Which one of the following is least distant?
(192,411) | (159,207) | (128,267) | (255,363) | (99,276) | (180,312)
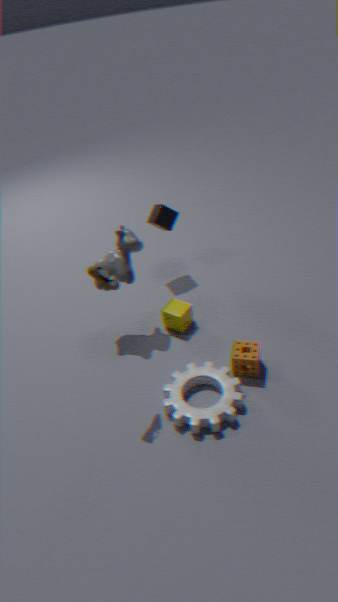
(99,276)
